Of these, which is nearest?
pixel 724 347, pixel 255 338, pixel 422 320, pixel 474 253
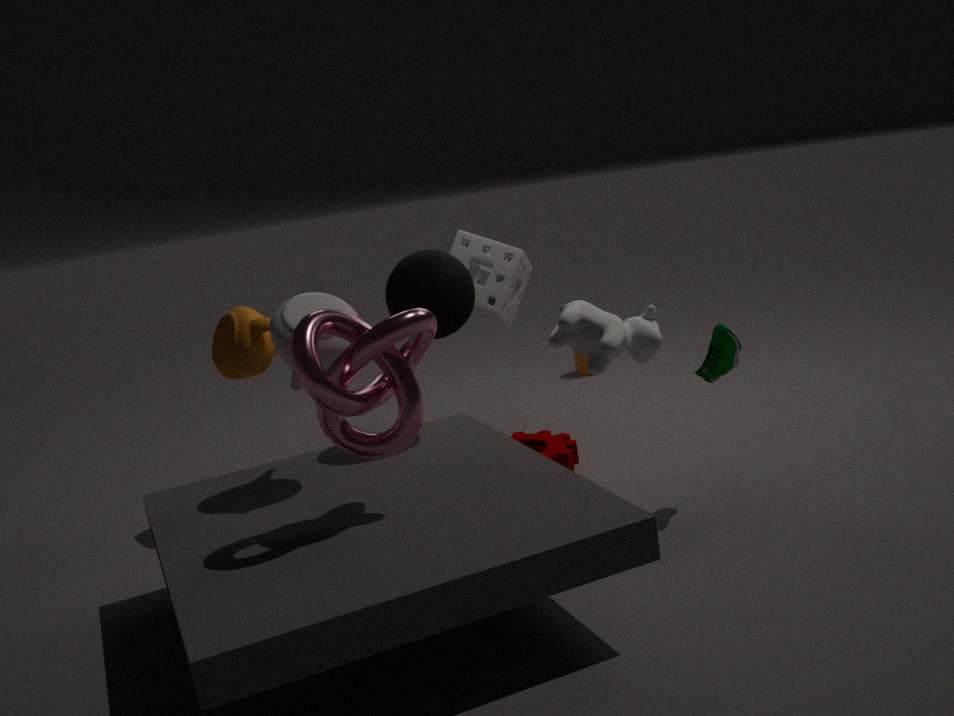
pixel 422 320
